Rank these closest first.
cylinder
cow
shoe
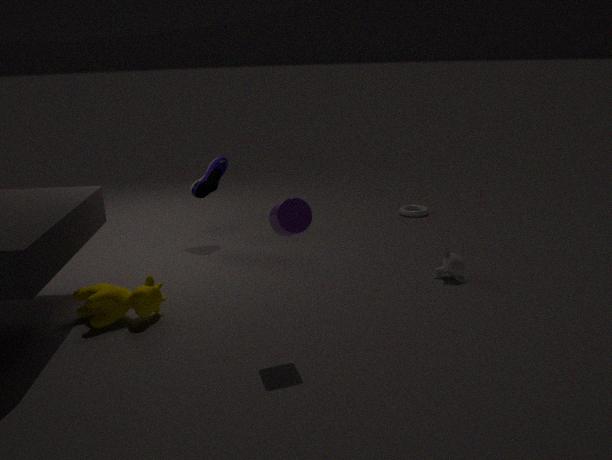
cylinder
cow
shoe
